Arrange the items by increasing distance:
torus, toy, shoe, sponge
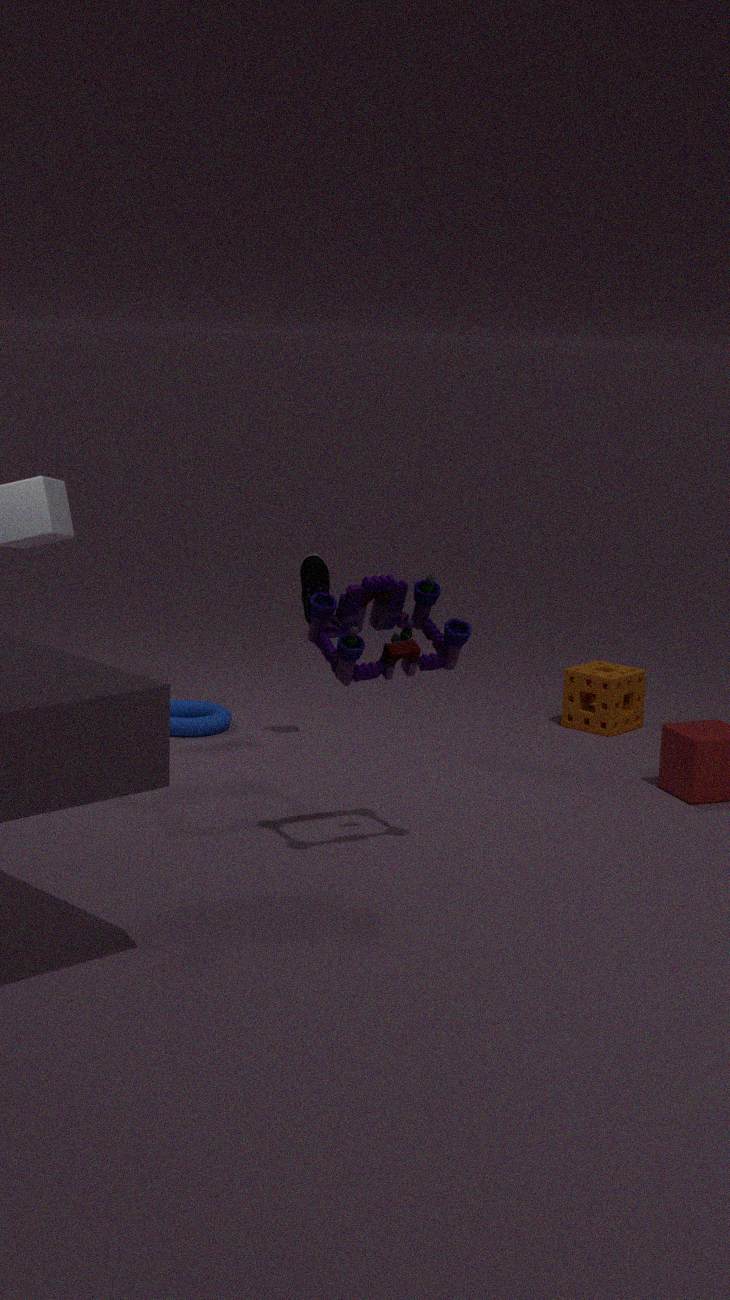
toy < shoe < torus < sponge
